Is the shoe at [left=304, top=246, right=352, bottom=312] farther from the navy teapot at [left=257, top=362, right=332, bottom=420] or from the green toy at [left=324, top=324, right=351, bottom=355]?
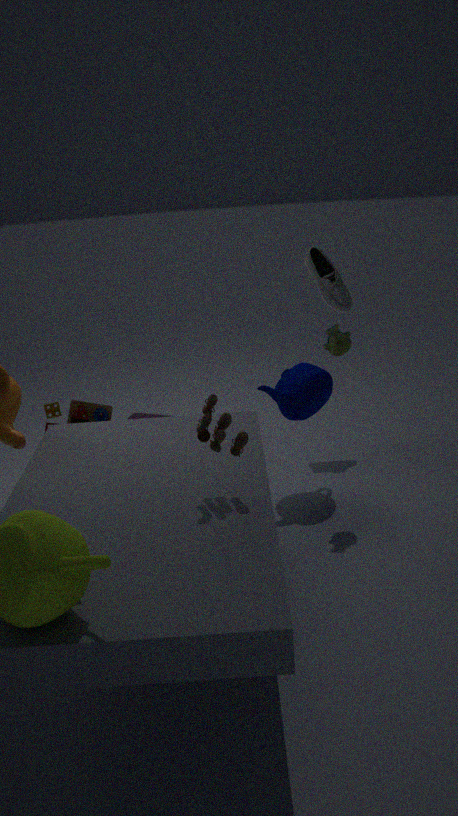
the green toy at [left=324, top=324, right=351, bottom=355]
